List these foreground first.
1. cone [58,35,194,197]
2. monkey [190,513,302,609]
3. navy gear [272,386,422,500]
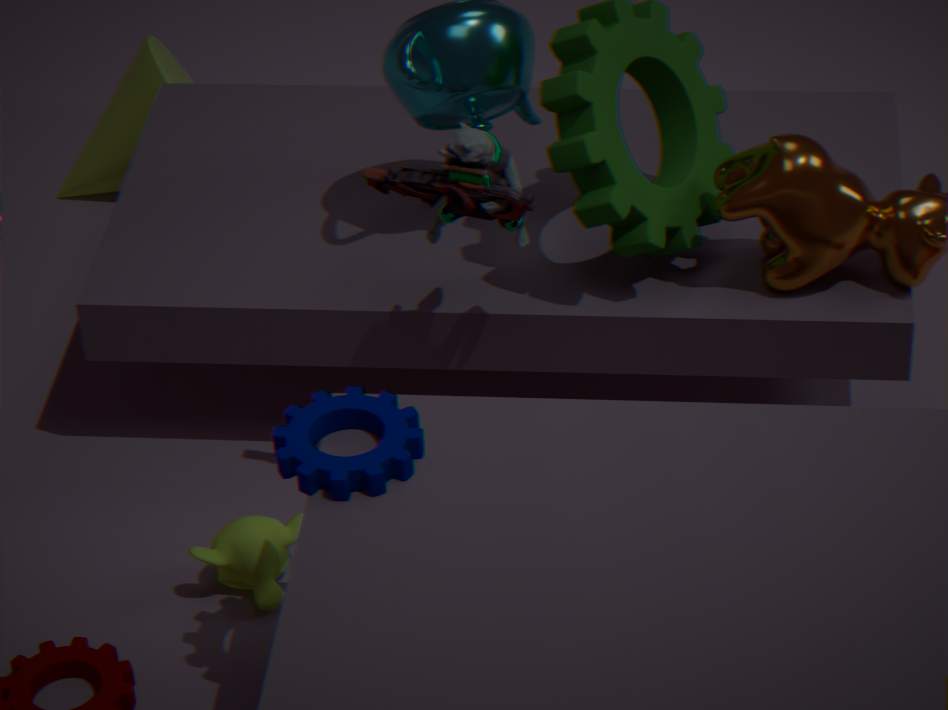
1. navy gear [272,386,422,500]
2. monkey [190,513,302,609]
3. cone [58,35,194,197]
